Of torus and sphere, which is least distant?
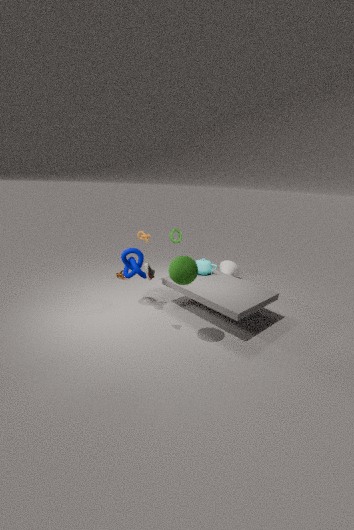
sphere
